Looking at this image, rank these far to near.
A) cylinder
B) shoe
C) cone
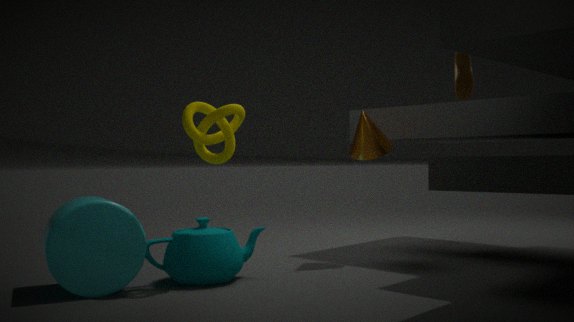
1. shoe
2. cone
3. cylinder
